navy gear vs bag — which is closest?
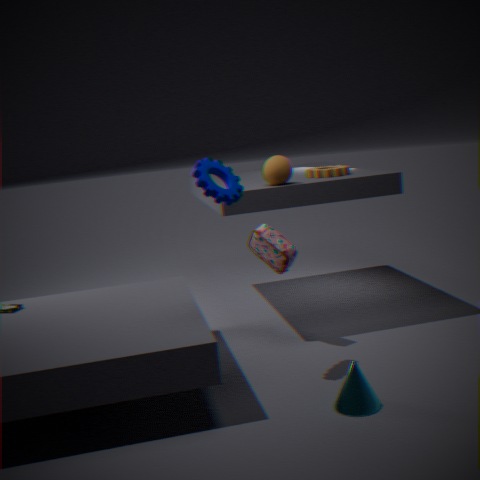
navy gear
